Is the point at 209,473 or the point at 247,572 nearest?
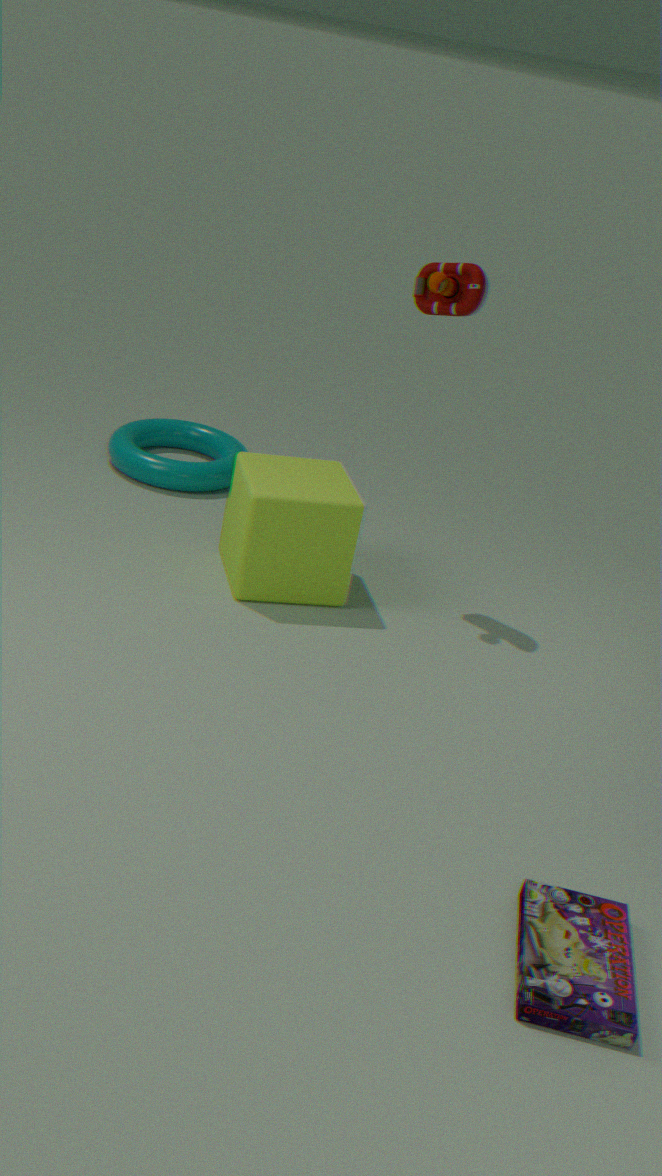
the point at 247,572
